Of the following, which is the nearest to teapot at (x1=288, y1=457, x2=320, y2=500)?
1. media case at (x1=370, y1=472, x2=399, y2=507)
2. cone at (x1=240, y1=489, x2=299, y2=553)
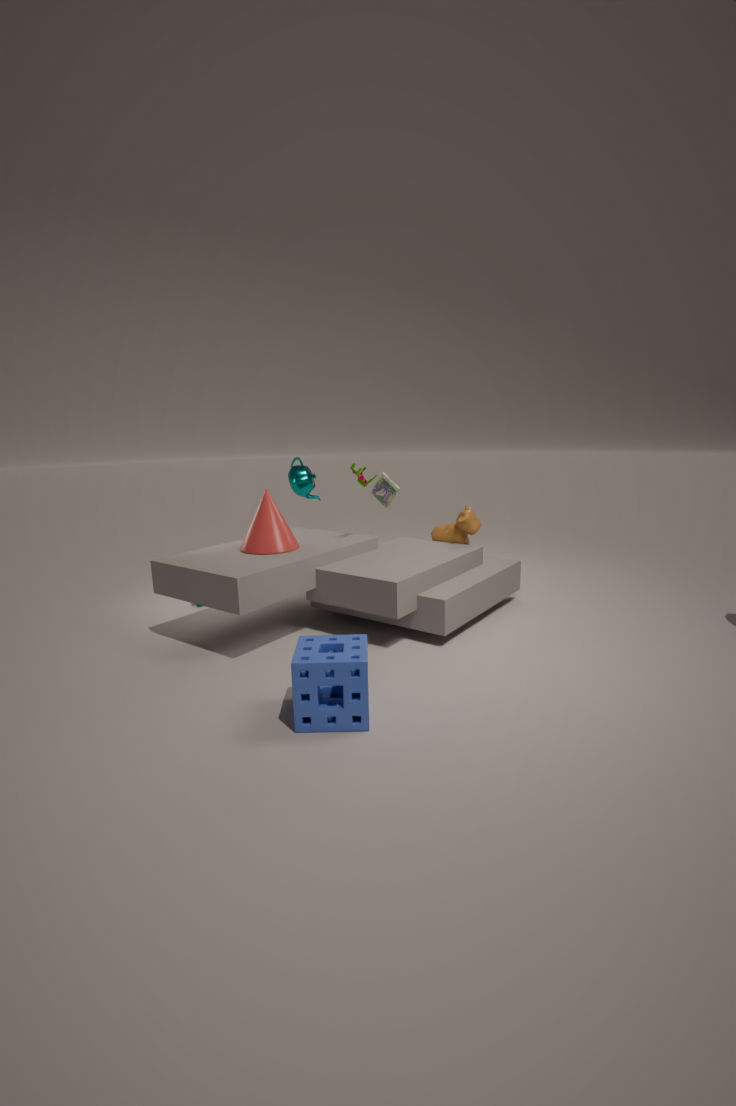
media case at (x1=370, y1=472, x2=399, y2=507)
